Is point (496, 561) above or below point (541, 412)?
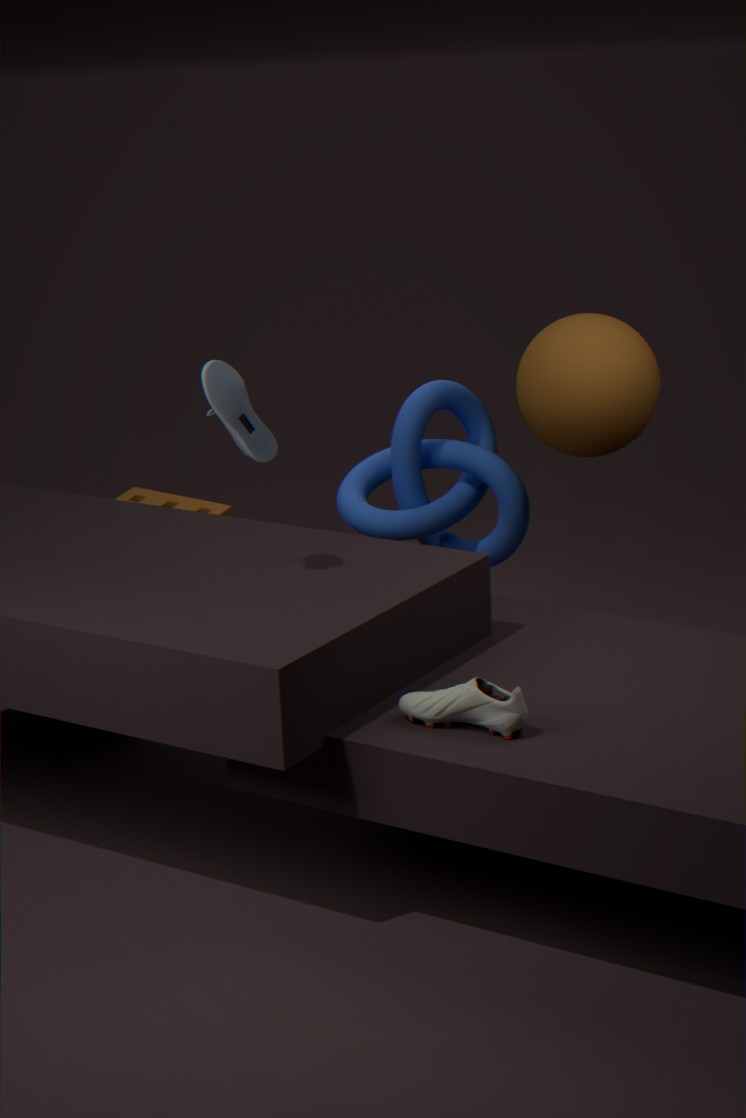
below
